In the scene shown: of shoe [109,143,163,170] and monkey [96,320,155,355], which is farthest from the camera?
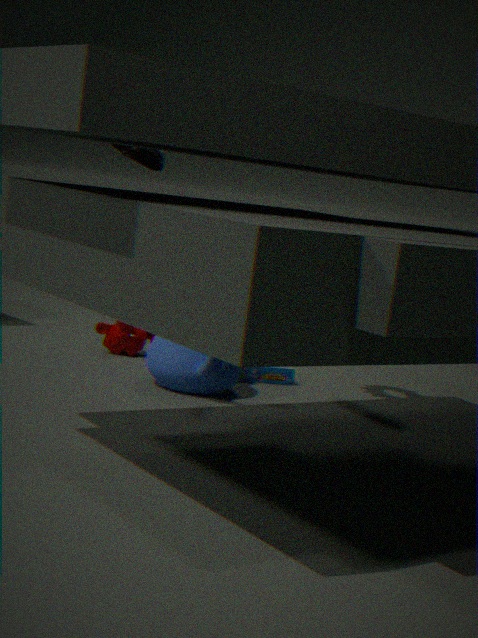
monkey [96,320,155,355]
